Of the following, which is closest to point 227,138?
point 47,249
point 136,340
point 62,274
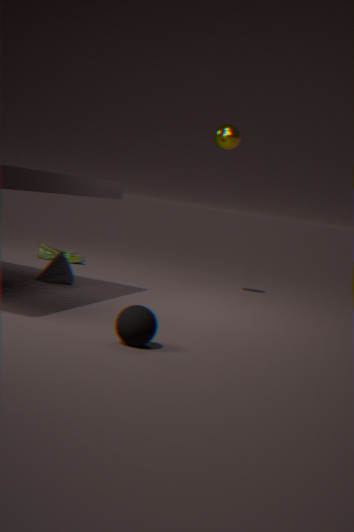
point 62,274
